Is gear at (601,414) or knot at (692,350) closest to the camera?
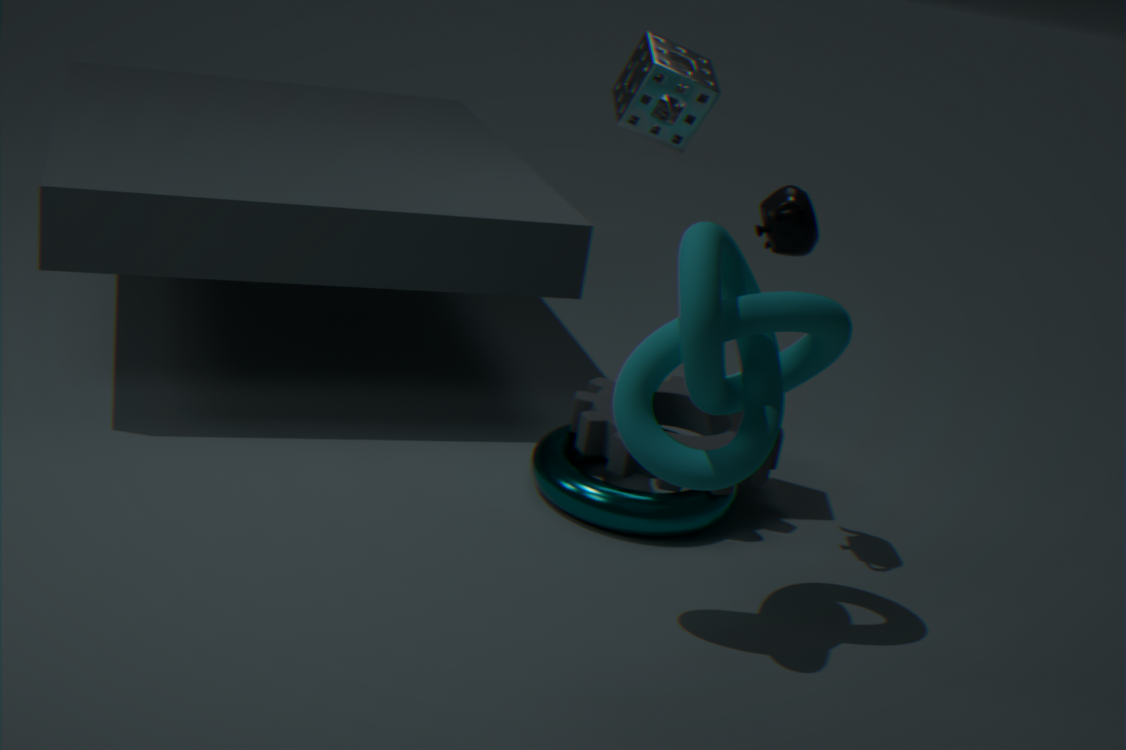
knot at (692,350)
